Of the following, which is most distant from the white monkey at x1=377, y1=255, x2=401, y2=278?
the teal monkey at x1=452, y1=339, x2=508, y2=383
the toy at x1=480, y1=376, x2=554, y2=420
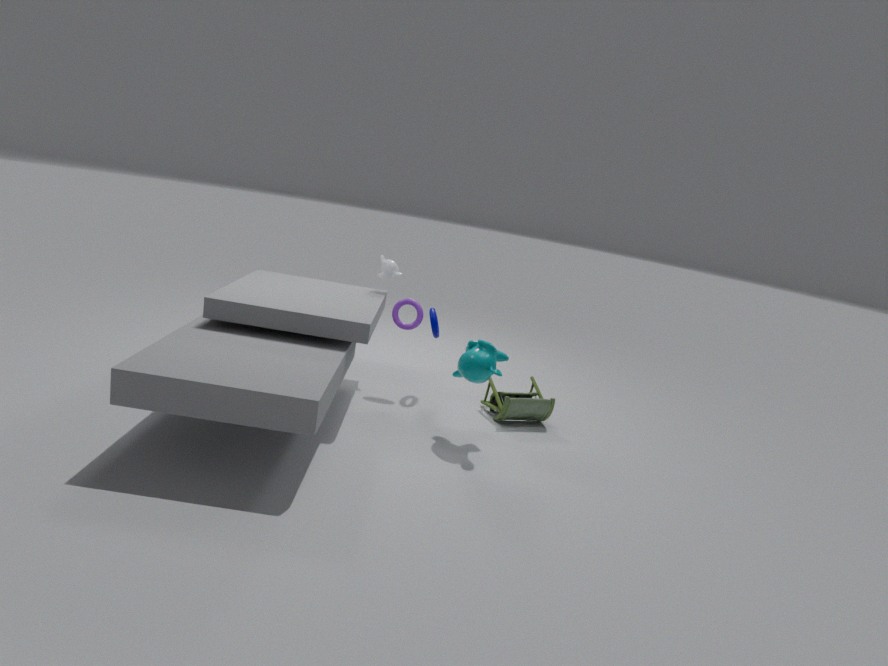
the toy at x1=480, y1=376, x2=554, y2=420
